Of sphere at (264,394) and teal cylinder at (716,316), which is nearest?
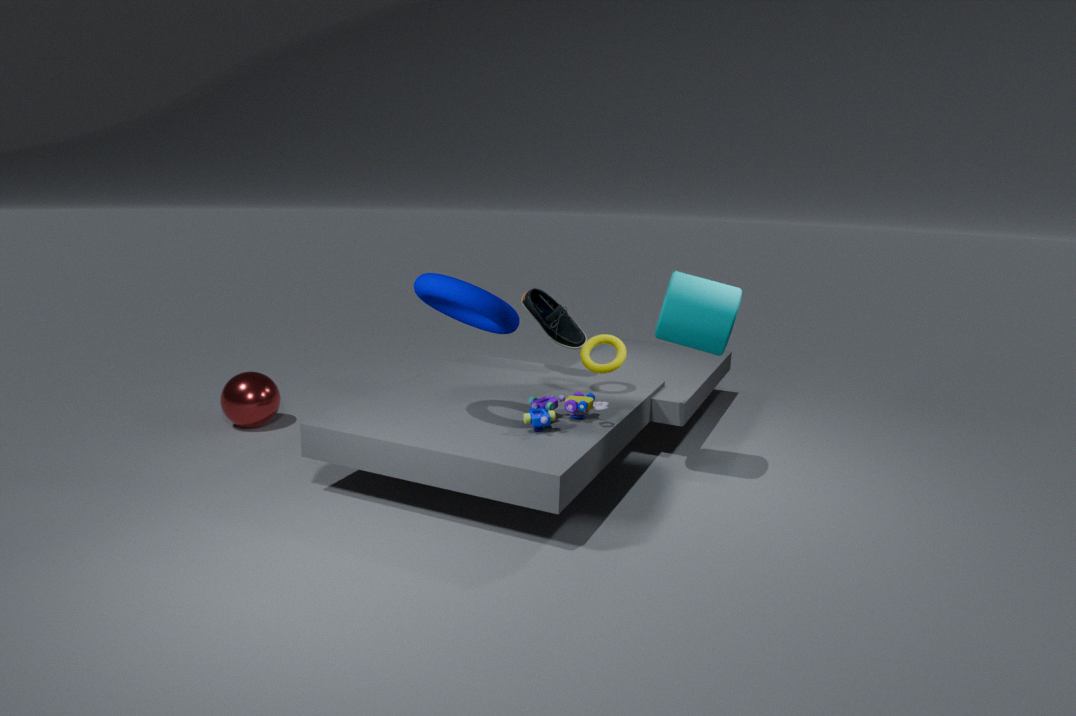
teal cylinder at (716,316)
